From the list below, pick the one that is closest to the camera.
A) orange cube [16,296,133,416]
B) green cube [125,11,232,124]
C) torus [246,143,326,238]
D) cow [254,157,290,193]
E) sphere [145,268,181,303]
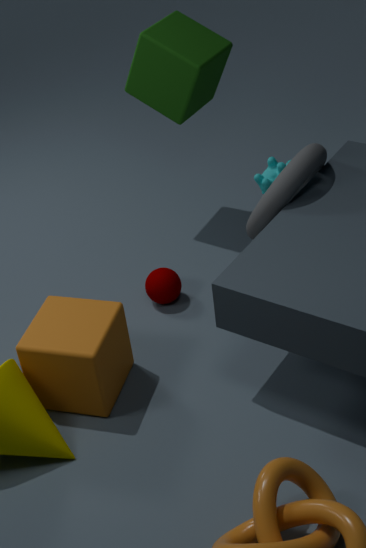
orange cube [16,296,133,416]
